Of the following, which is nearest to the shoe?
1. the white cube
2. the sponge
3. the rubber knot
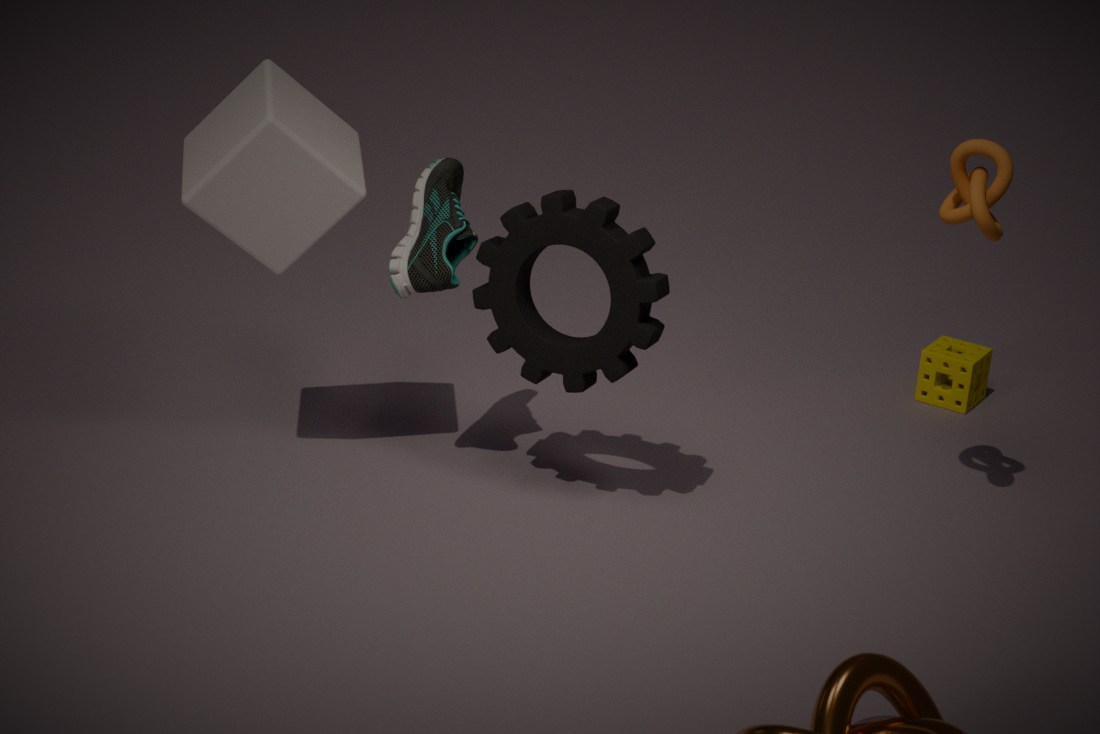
the white cube
